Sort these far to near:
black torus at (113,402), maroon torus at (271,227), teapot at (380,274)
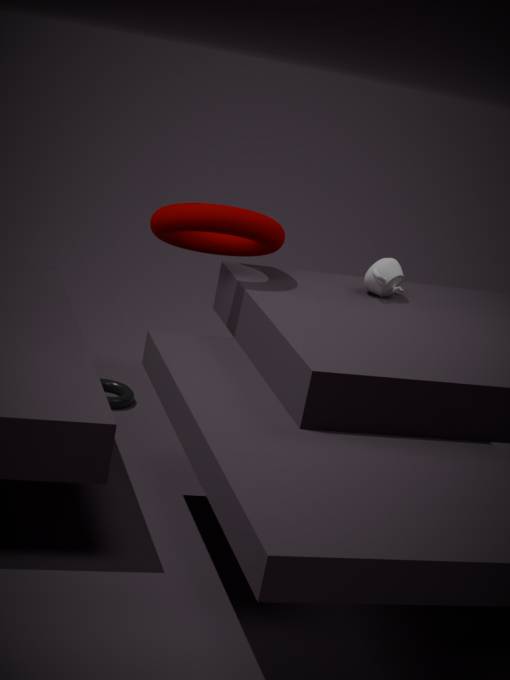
black torus at (113,402) < teapot at (380,274) < maroon torus at (271,227)
